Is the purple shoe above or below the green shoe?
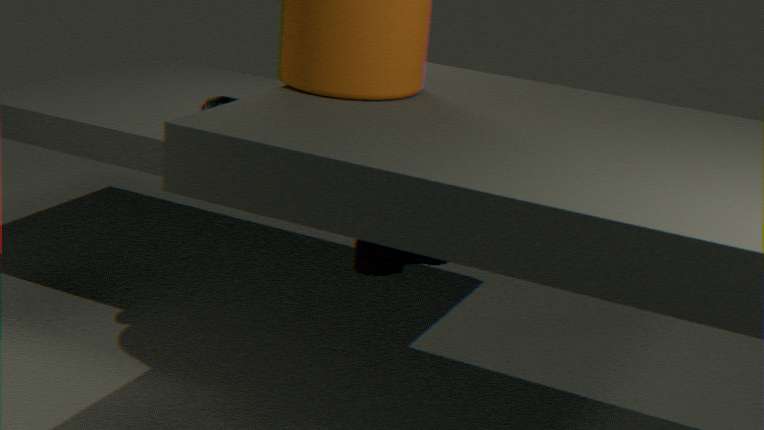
below
